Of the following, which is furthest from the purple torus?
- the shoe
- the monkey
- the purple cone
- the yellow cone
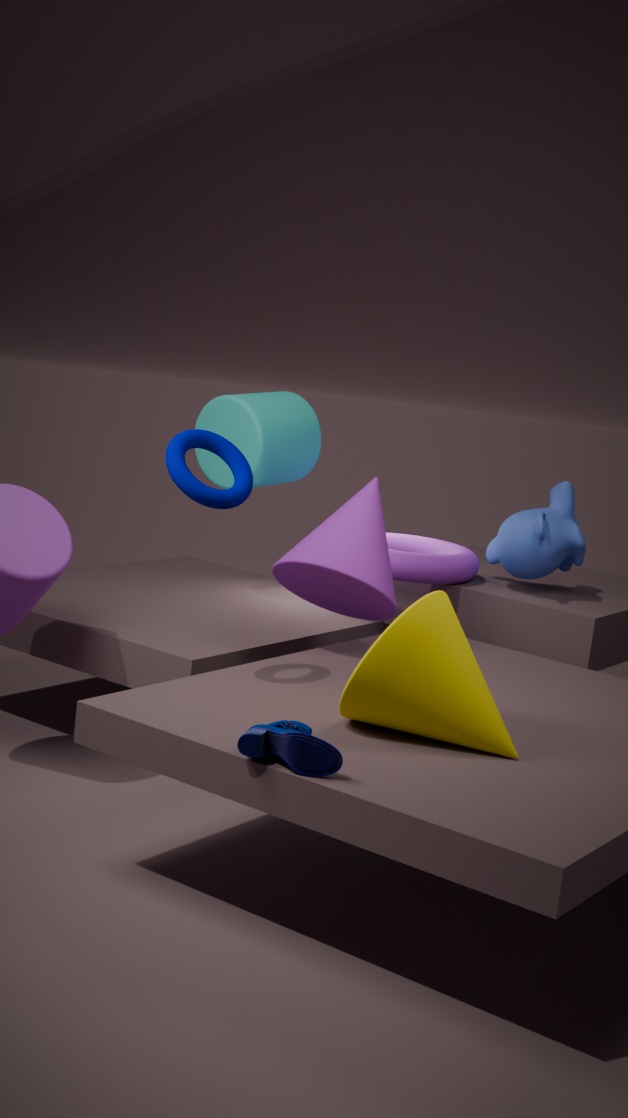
the shoe
